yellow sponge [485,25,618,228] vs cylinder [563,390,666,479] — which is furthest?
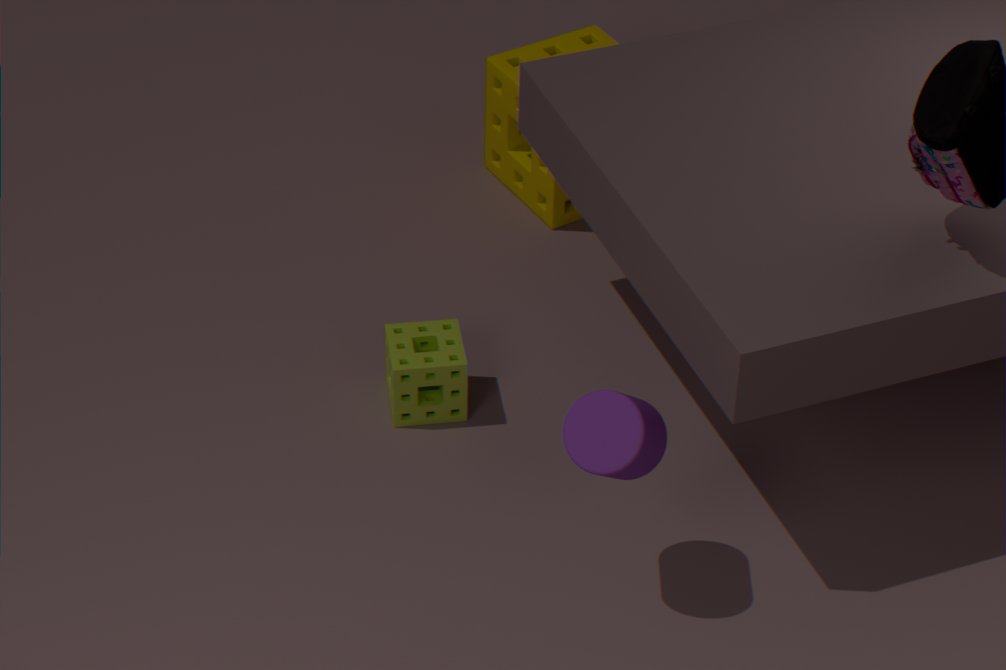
yellow sponge [485,25,618,228]
